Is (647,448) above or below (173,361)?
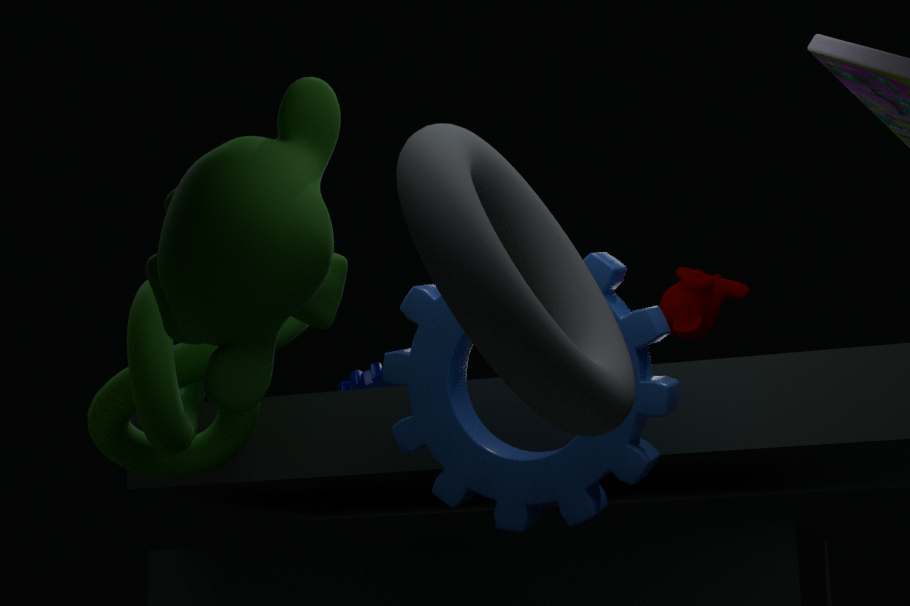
below
